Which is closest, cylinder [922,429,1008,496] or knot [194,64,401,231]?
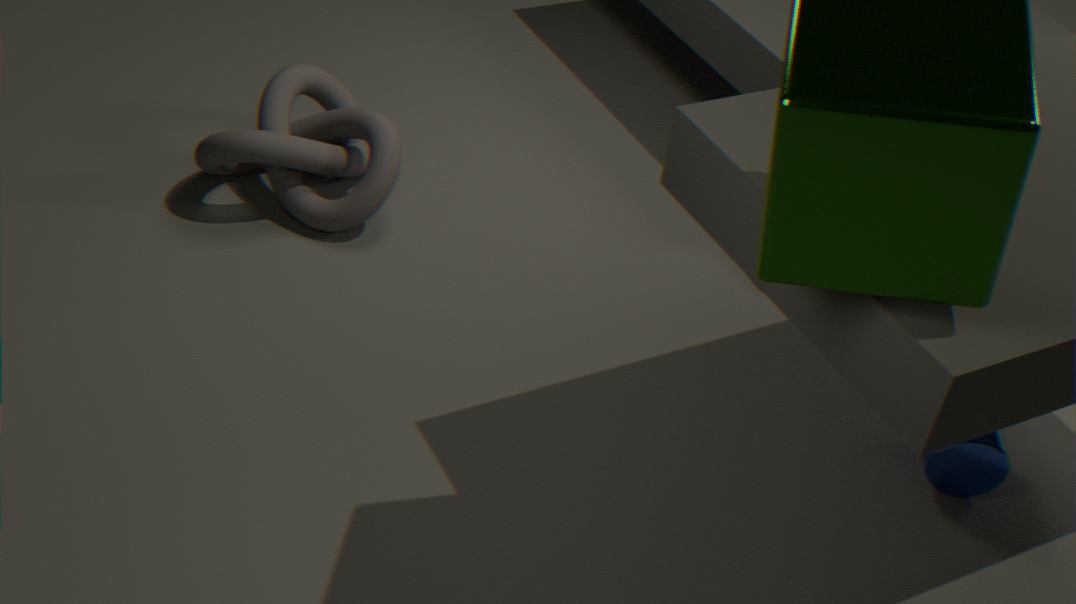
cylinder [922,429,1008,496]
